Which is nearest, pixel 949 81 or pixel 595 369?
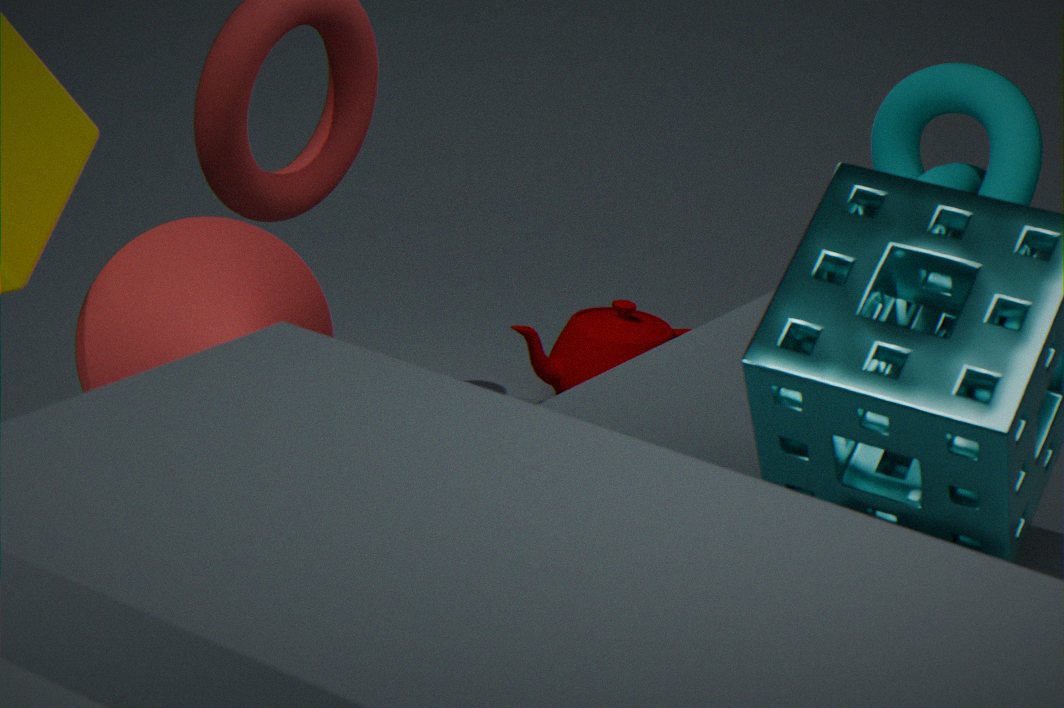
pixel 949 81
